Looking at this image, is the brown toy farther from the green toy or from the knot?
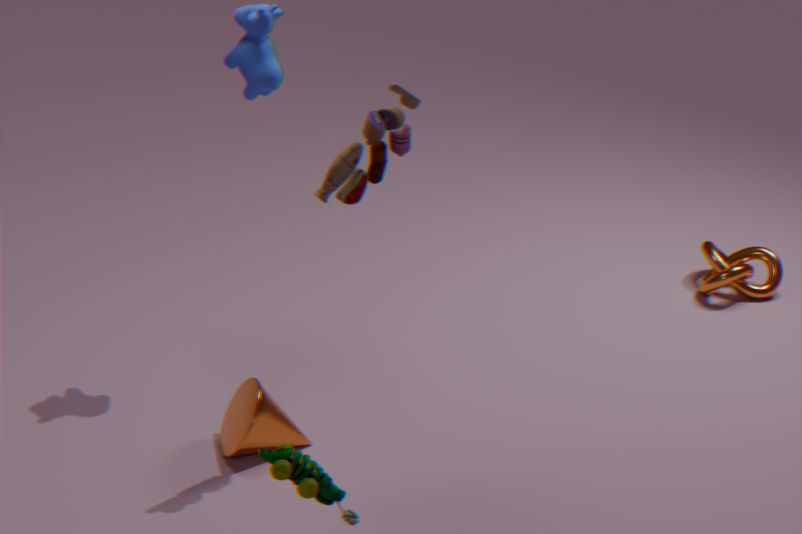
the knot
